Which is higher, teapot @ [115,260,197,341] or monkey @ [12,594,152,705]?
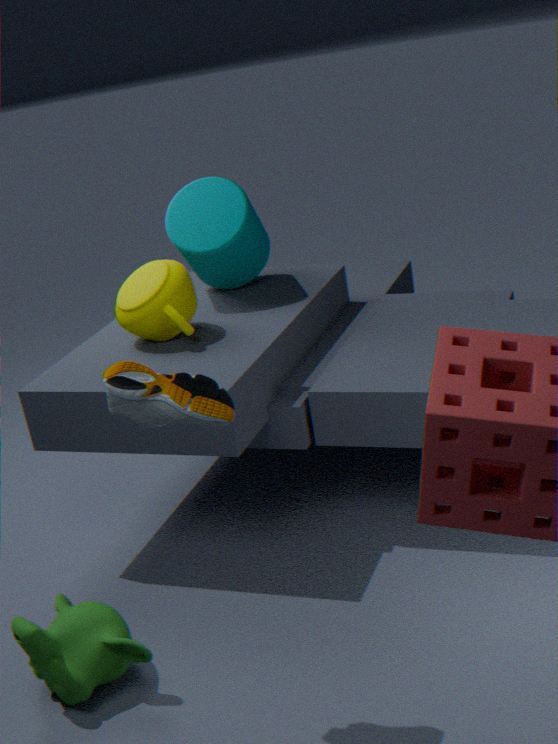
teapot @ [115,260,197,341]
